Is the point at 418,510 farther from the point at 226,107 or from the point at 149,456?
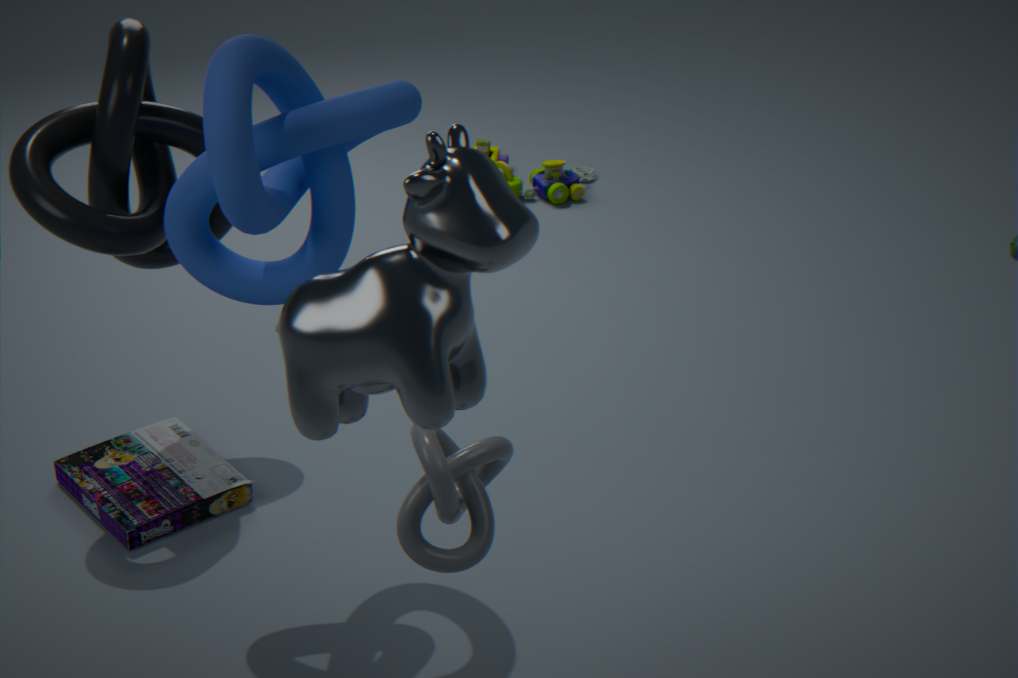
the point at 149,456
